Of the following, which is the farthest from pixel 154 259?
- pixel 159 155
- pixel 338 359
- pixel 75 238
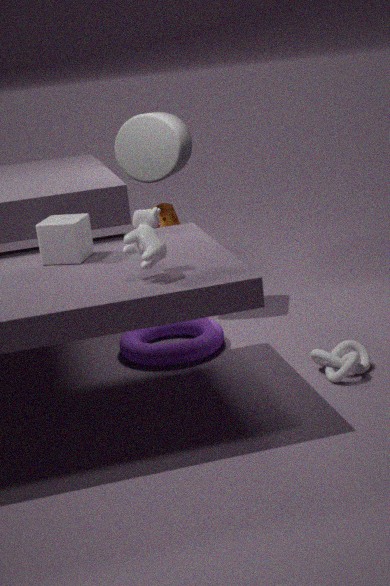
pixel 159 155
